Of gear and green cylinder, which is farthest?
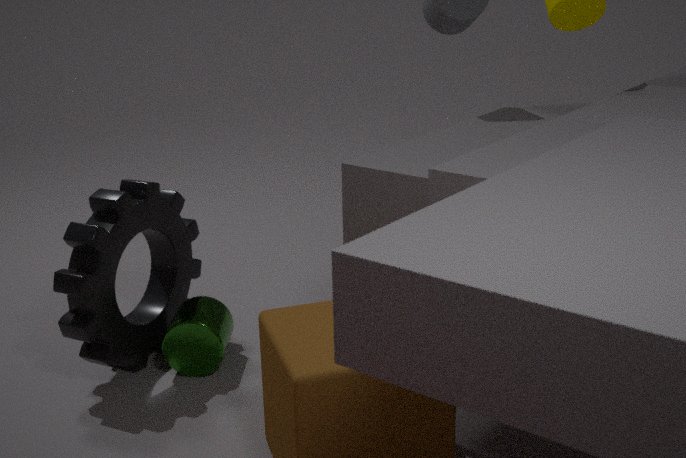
green cylinder
